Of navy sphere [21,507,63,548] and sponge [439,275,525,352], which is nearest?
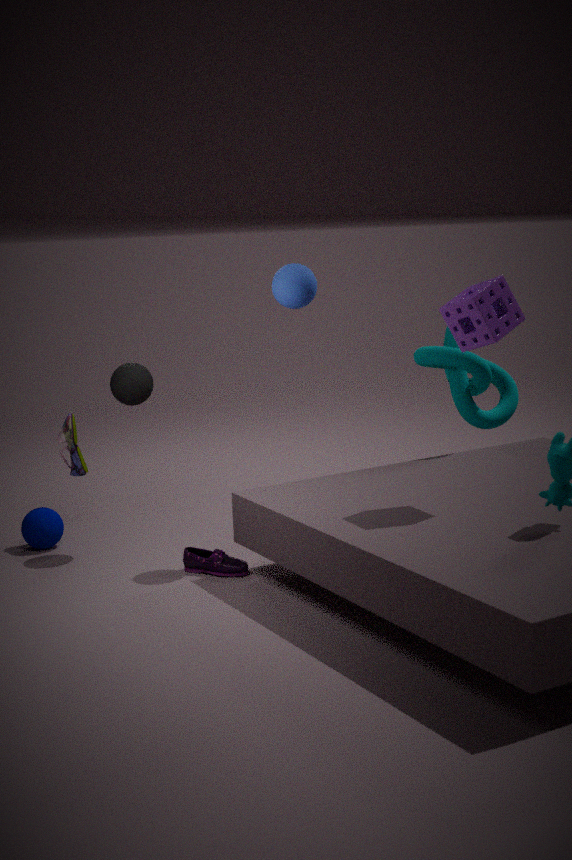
sponge [439,275,525,352]
